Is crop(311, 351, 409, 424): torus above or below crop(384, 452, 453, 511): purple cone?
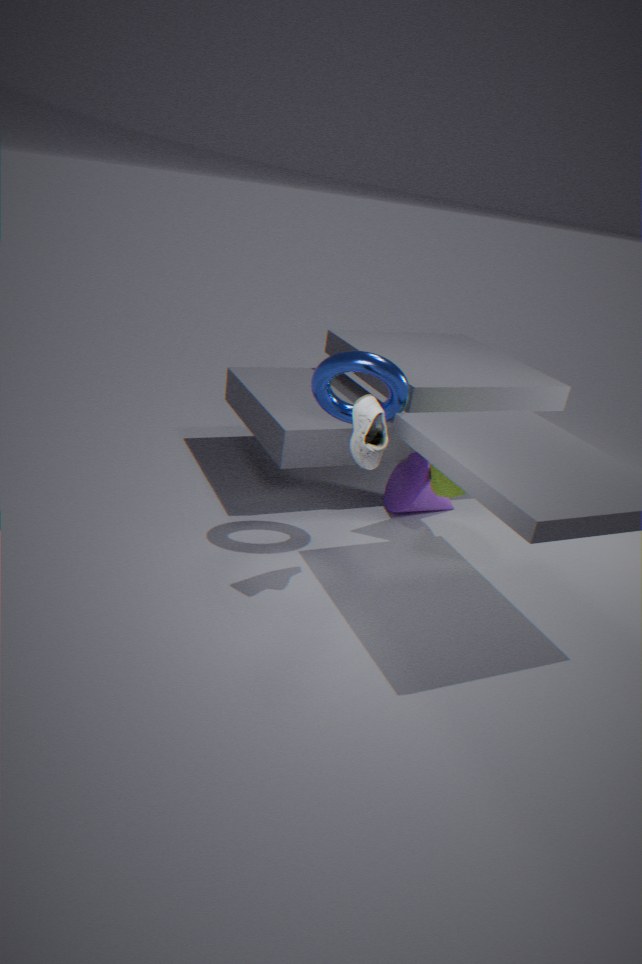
above
